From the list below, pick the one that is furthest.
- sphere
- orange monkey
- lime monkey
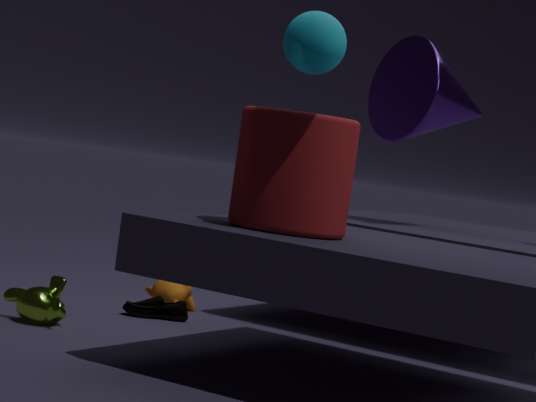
orange monkey
